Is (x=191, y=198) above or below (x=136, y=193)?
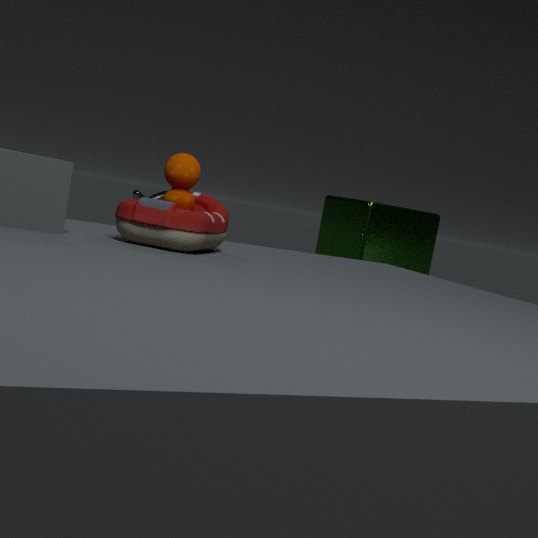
above
